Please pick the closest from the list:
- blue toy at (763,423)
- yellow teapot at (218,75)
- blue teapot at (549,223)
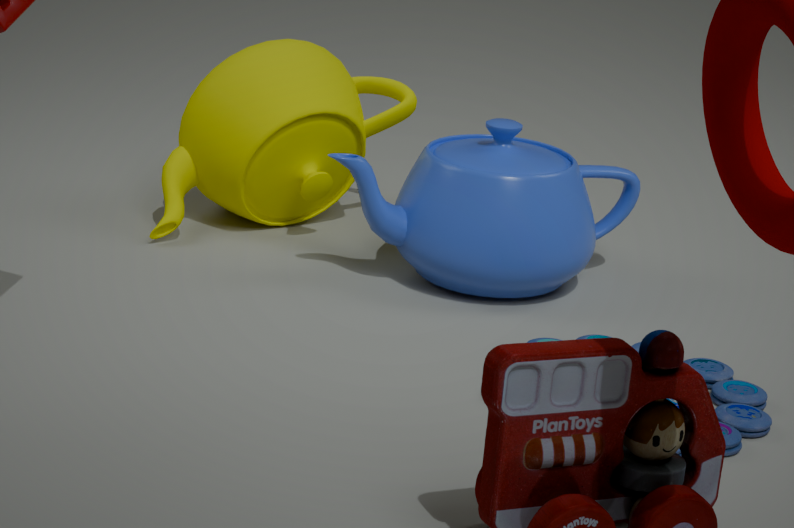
blue toy at (763,423)
